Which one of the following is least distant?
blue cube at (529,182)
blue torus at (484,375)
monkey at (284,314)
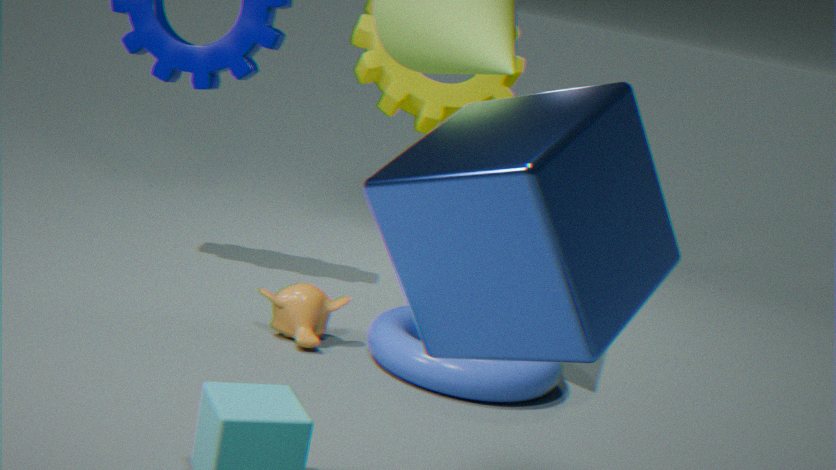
blue cube at (529,182)
